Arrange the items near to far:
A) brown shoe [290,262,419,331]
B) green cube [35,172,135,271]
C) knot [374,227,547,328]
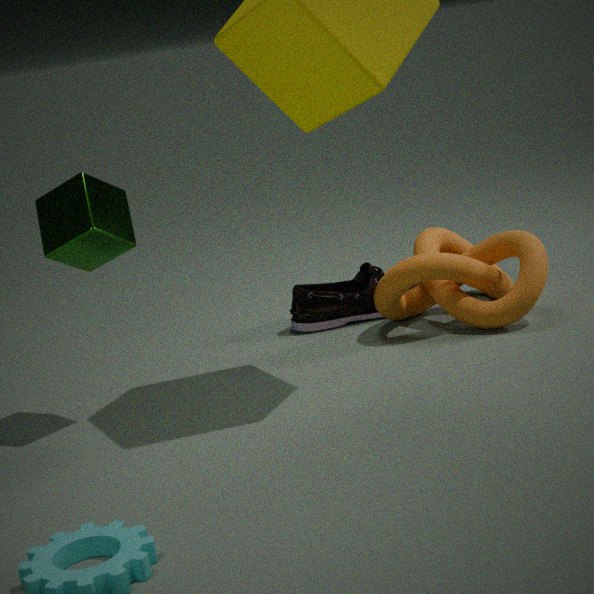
green cube [35,172,135,271] < knot [374,227,547,328] < brown shoe [290,262,419,331]
